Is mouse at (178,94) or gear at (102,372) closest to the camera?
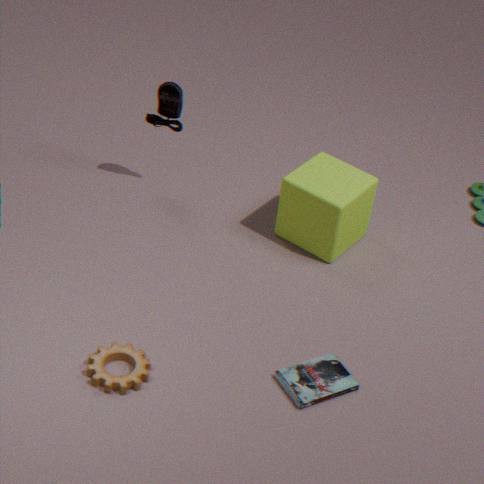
gear at (102,372)
